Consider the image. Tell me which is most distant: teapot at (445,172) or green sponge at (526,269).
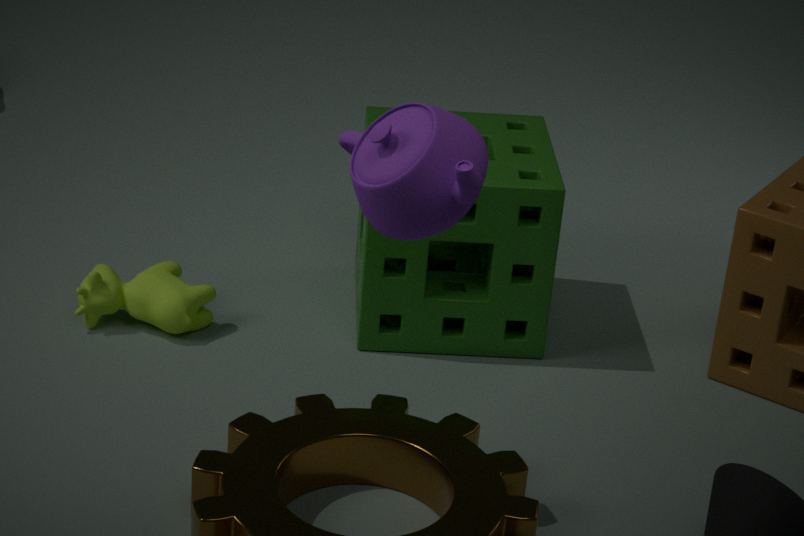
green sponge at (526,269)
